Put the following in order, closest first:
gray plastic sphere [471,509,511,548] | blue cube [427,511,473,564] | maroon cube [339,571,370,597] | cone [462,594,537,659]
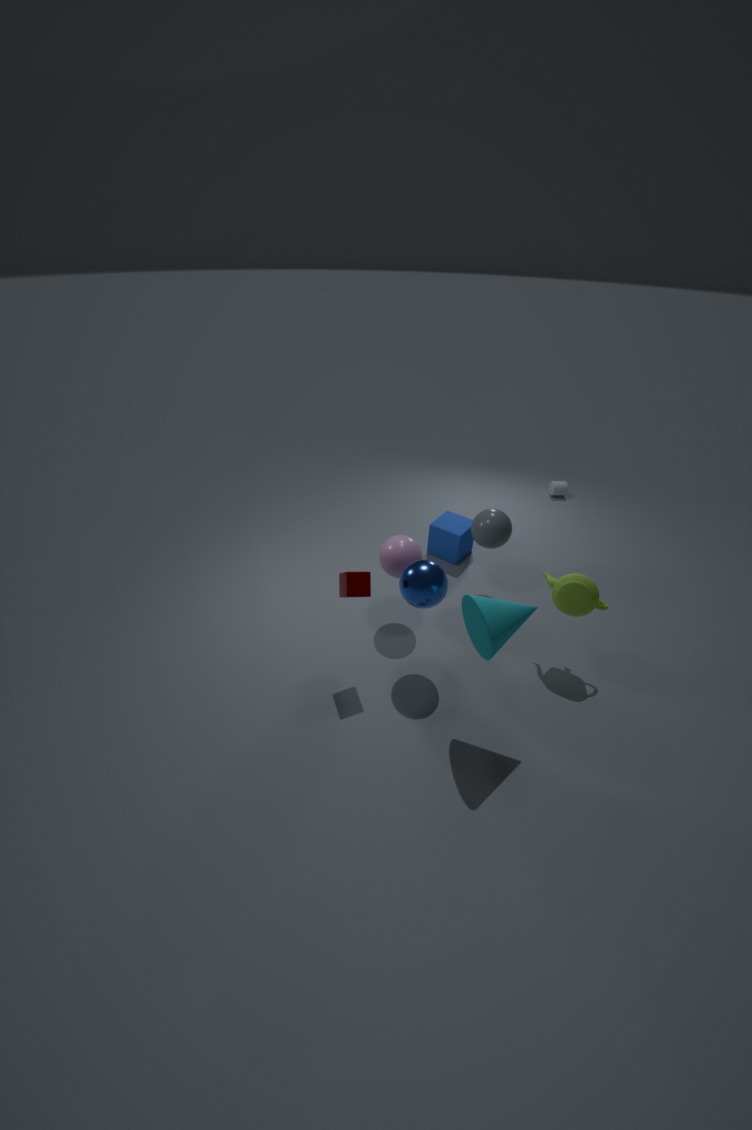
cone [462,594,537,659] < maroon cube [339,571,370,597] < gray plastic sphere [471,509,511,548] < blue cube [427,511,473,564]
